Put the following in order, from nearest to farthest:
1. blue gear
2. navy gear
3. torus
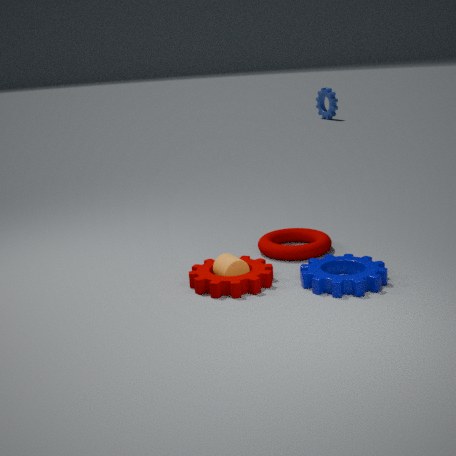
1. navy gear
2. torus
3. blue gear
